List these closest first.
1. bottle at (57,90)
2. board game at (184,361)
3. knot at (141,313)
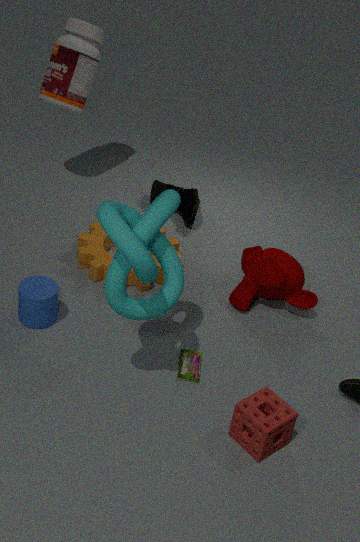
knot at (141,313) → board game at (184,361) → bottle at (57,90)
